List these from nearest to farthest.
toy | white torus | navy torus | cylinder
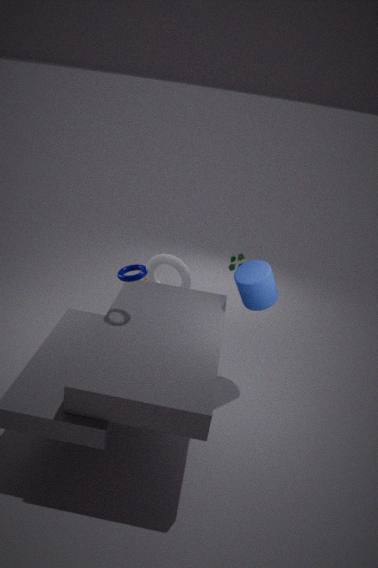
navy torus, cylinder, white torus, toy
